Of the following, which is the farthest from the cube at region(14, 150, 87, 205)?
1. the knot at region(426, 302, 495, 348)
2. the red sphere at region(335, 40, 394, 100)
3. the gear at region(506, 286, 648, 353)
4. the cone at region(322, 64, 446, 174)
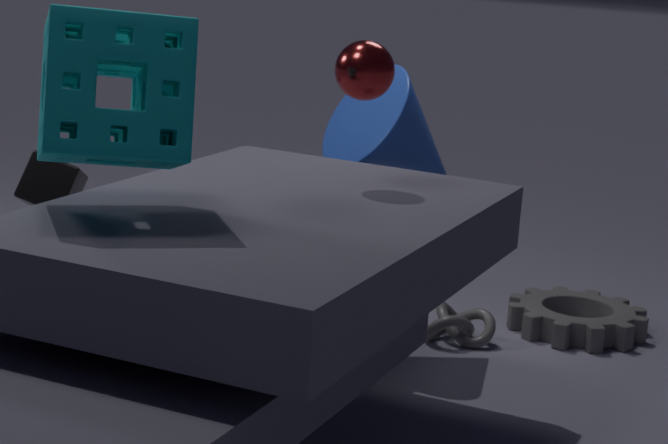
the gear at region(506, 286, 648, 353)
